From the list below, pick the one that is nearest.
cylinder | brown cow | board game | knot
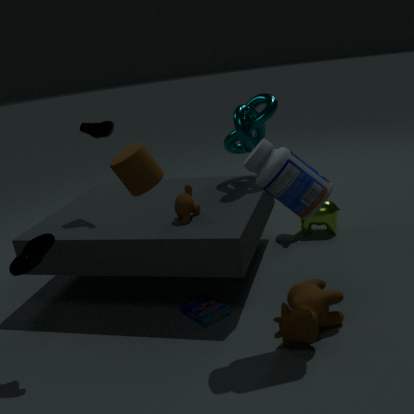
cylinder
